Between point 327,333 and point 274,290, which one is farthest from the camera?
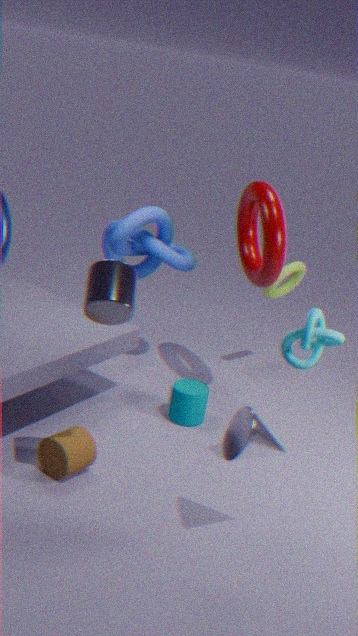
point 274,290
